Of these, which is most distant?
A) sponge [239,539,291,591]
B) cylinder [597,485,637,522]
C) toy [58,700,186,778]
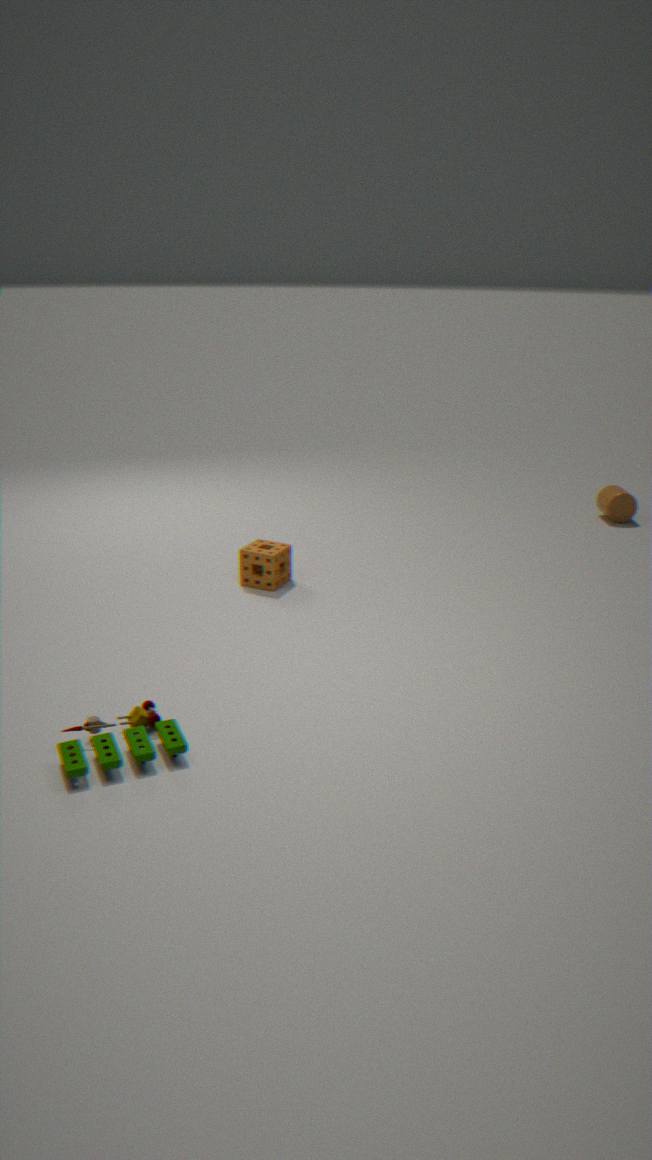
cylinder [597,485,637,522]
